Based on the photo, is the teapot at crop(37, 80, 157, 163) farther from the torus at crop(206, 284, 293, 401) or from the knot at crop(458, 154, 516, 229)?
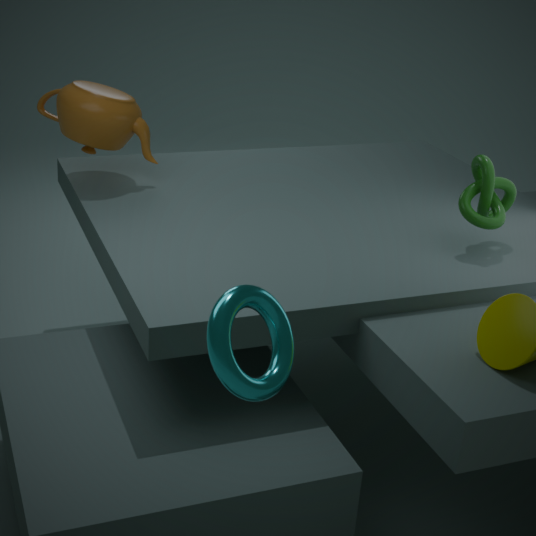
the torus at crop(206, 284, 293, 401)
